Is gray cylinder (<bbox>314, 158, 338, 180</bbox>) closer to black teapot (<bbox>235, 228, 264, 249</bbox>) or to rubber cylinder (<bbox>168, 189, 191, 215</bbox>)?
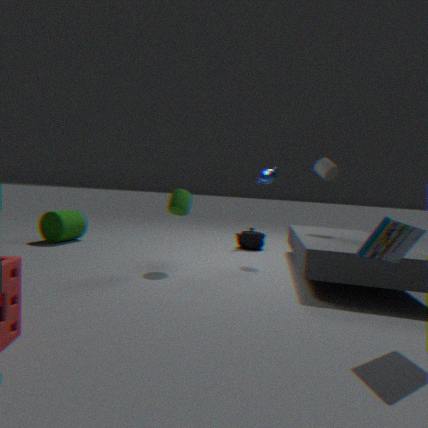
black teapot (<bbox>235, 228, 264, 249</bbox>)
